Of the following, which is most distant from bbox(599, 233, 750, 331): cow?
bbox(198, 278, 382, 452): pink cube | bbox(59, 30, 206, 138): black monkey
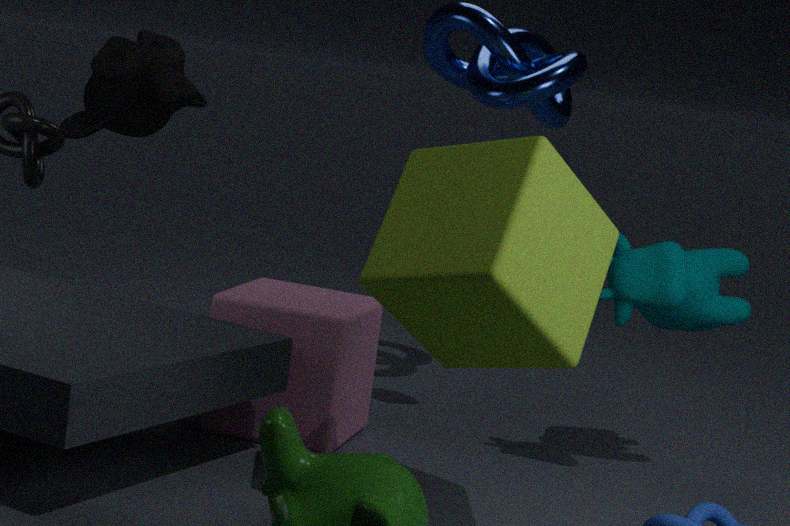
bbox(59, 30, 206, 138): black monkey
